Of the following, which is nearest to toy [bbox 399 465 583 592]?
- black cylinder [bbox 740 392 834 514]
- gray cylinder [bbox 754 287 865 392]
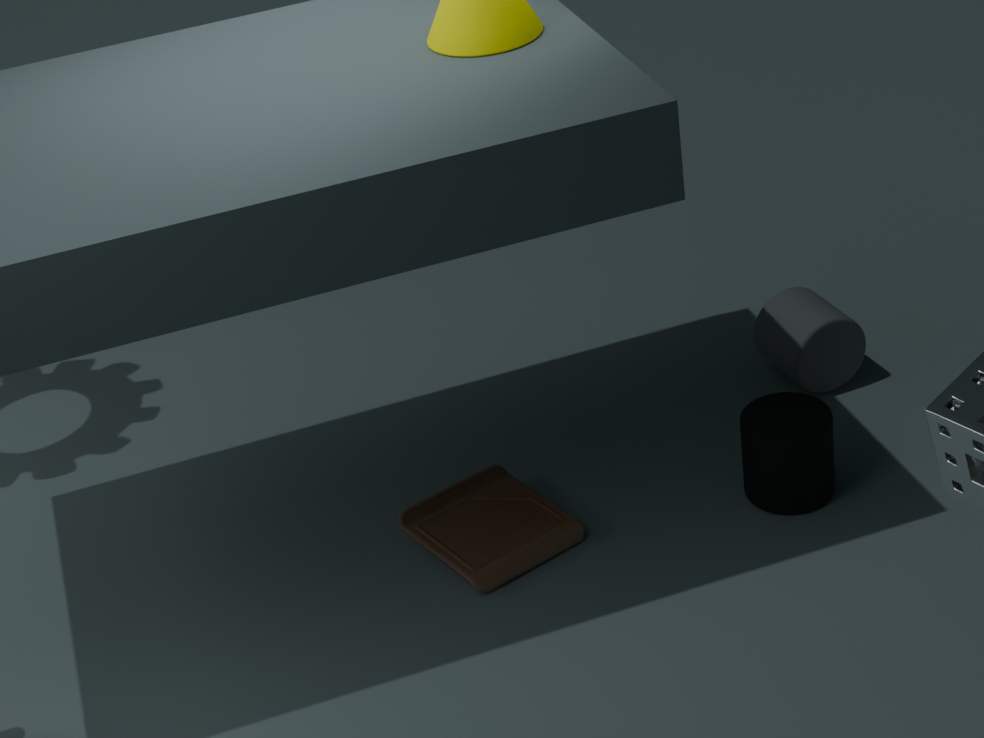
black cylinder [bbox 740 392 834 514]
